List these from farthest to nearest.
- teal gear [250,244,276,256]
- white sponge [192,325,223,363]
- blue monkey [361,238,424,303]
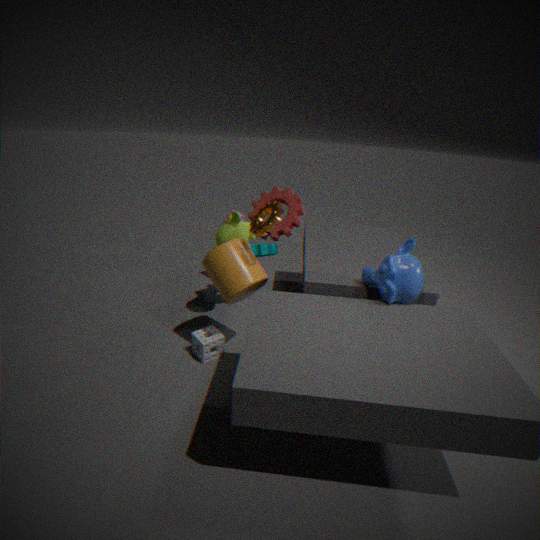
teal gear [250,244,276,256] → white sponge [192,325,223,363] → blue monkey [361,238,424,303]
